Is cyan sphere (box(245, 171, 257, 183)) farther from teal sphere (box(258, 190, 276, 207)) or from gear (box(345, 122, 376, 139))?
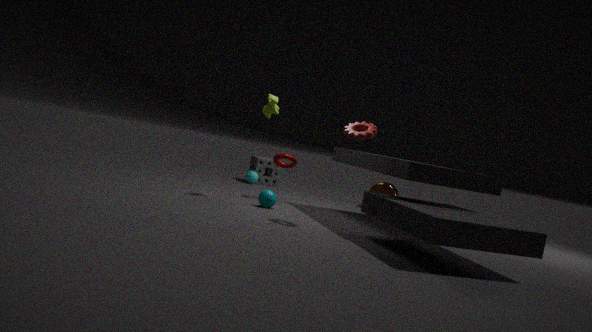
gear (box(345, 122, 376, 139))
